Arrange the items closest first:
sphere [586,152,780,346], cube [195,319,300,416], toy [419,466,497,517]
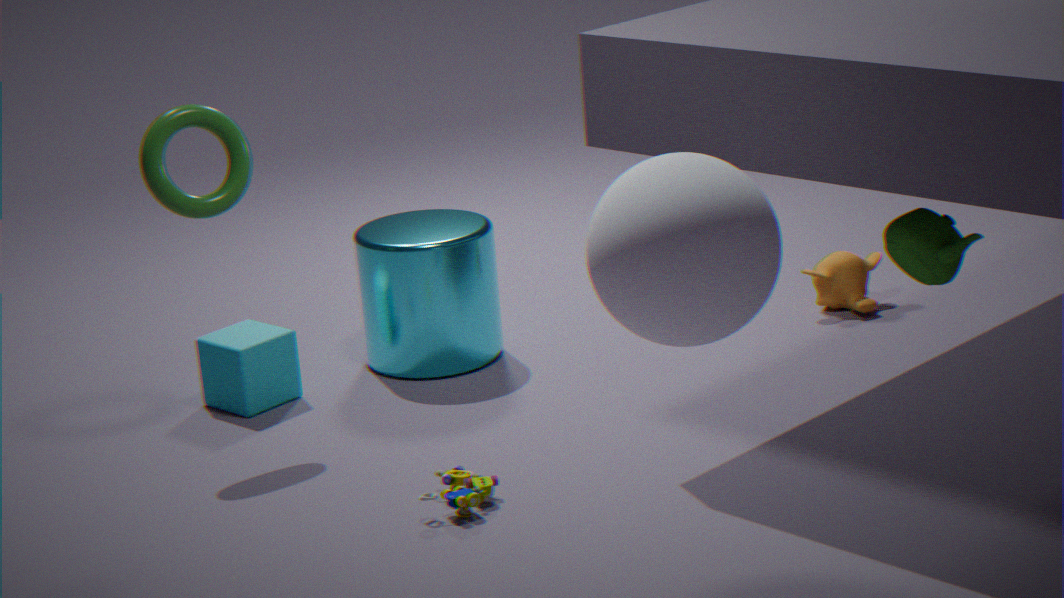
sphere [586,152,780,346], toy [419,466,497,517], cube [195,319,300,416]
